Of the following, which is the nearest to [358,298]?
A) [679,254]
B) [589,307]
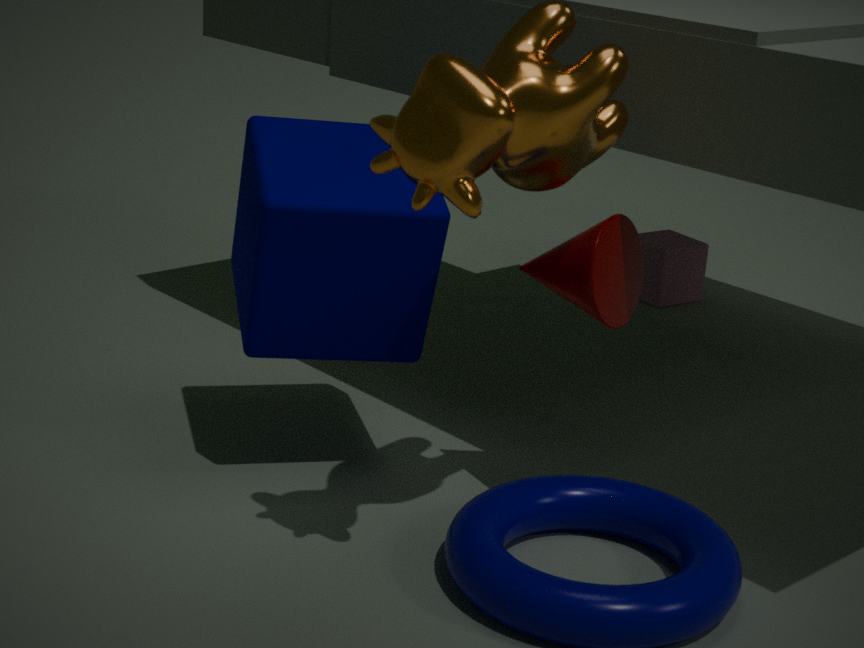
[589,307]
